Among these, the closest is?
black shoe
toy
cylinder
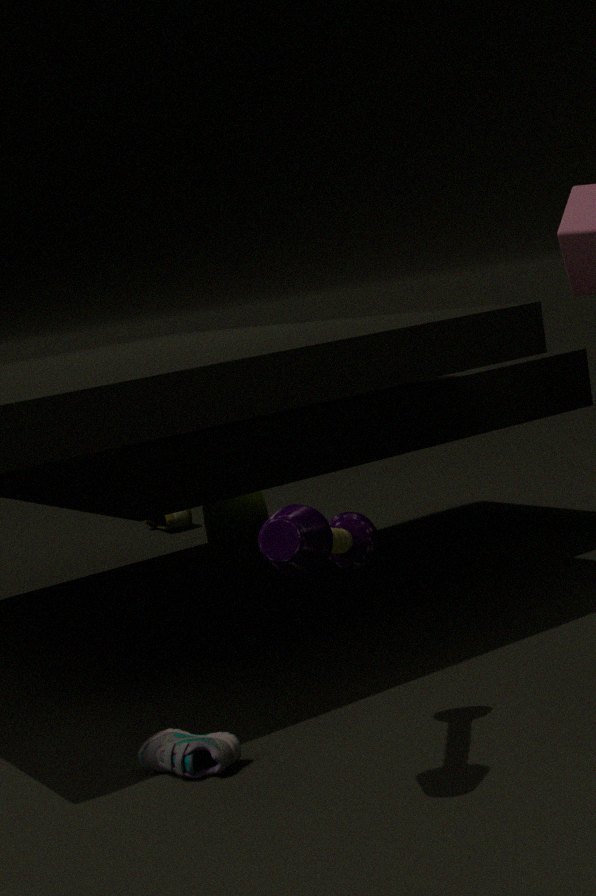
toy
